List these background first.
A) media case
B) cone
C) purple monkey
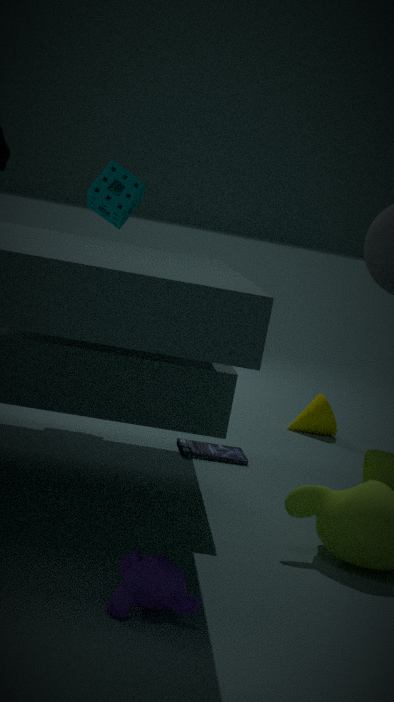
1. B. cone
2. A. media case
3. C. purple monkey
